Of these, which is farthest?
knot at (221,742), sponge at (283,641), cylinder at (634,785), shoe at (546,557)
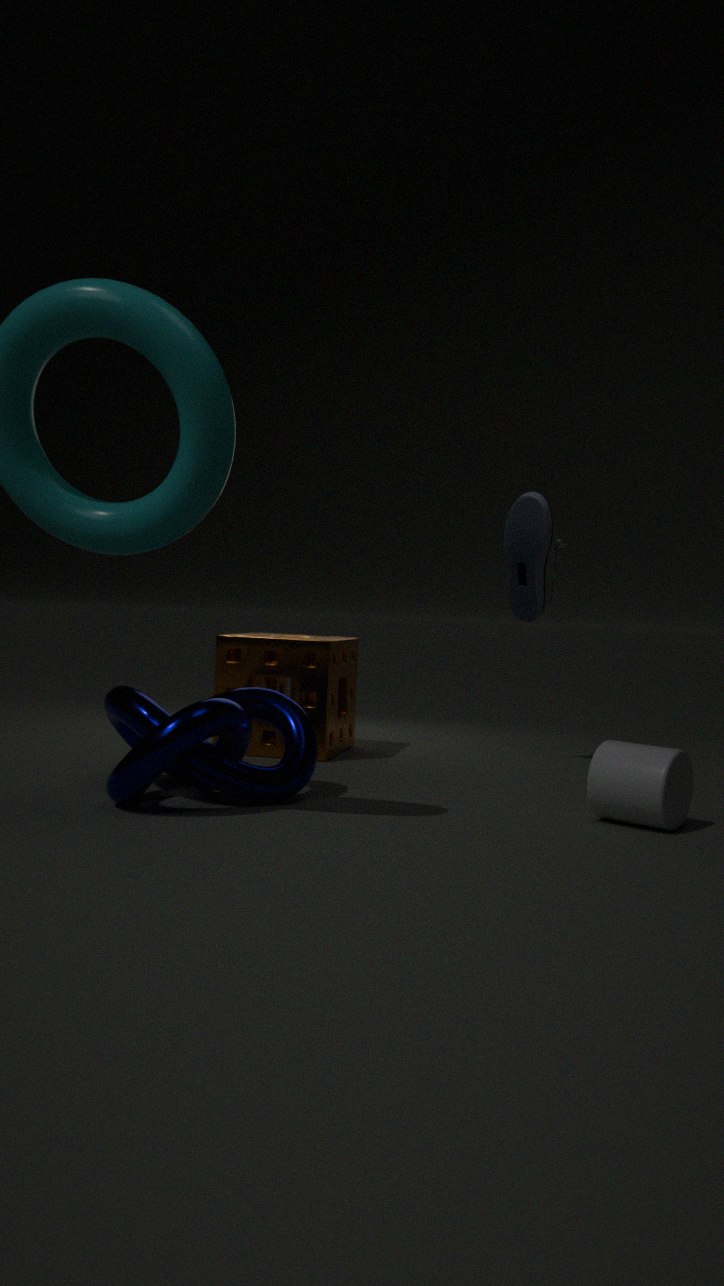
sponge at (283,641)
